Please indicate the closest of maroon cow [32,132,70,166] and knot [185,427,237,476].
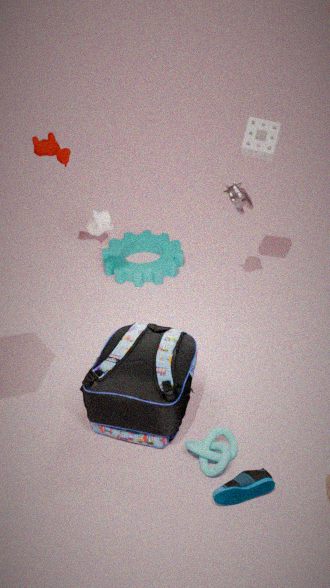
knot [185,427,237,476]
